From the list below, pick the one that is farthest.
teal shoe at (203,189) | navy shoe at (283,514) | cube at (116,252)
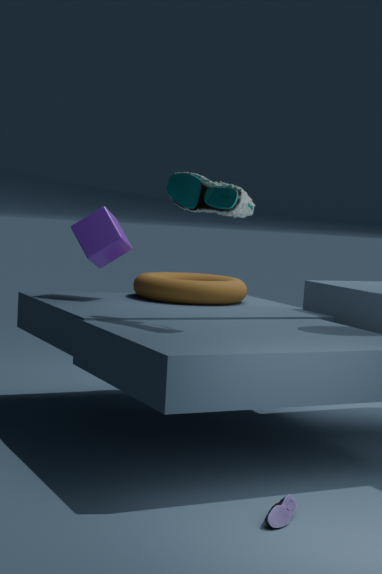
cube at (116,252)
